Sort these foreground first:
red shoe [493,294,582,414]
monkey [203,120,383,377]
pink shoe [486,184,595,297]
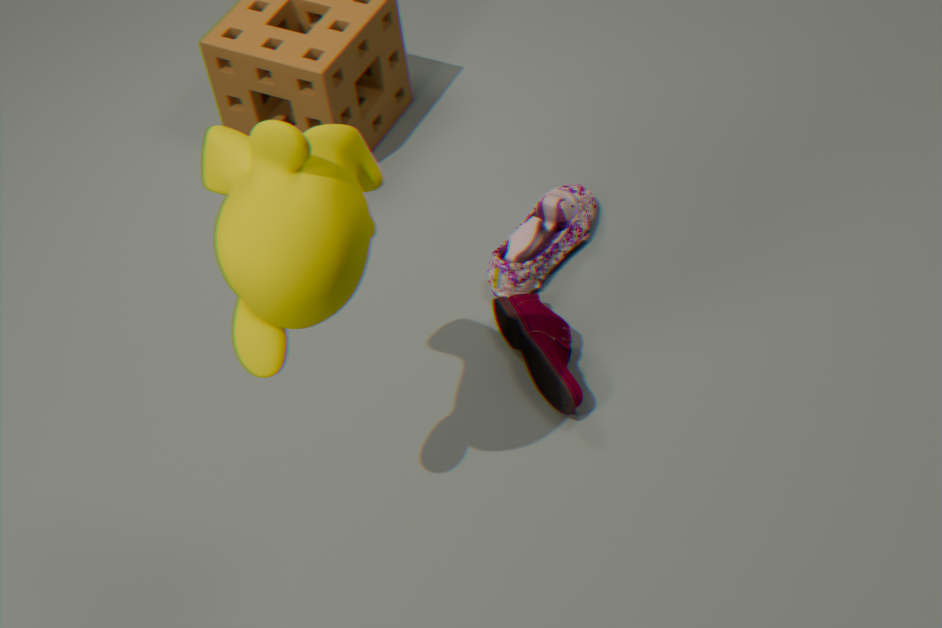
1. monkey [203,120,383,377]
2. red shoe [493,294,582,414]
3. pink shoe [486,184,595,297]
